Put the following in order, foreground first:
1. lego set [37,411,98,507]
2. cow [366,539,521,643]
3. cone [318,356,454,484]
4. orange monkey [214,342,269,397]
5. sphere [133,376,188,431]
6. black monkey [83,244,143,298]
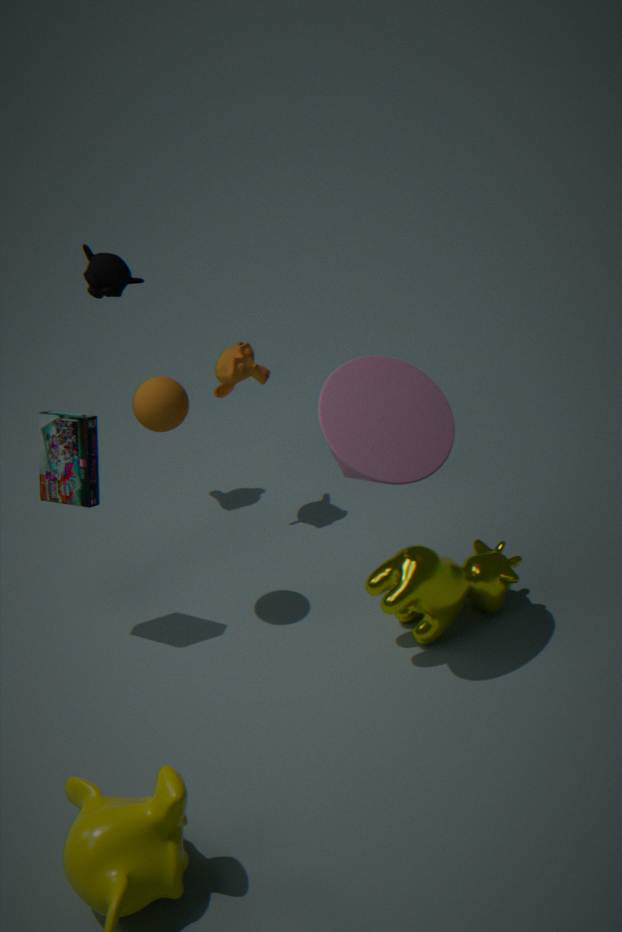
1. cone [318,356,454,484]
2. cow [366,539,521,643]
3. sphere [133,376,188,431]
4. lego set [37,411,98,507]
5. orange monkey [214,342,269,397]
6. black monkey [83,244,143,298]
